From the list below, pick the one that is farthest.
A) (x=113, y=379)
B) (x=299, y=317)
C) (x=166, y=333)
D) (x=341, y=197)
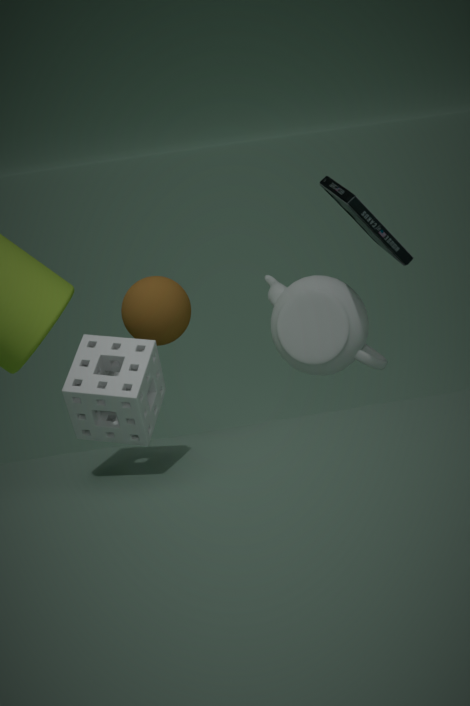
(x=299, y=317)
